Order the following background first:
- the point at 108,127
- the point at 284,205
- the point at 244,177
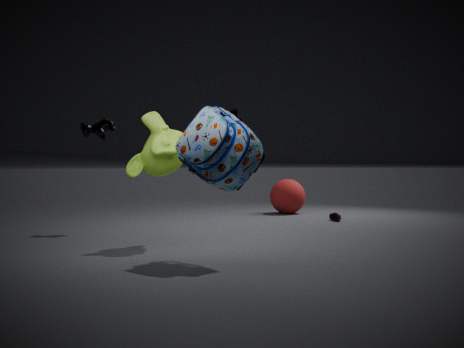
the point at 284,205
the point at 108,127
the point at 244,177
